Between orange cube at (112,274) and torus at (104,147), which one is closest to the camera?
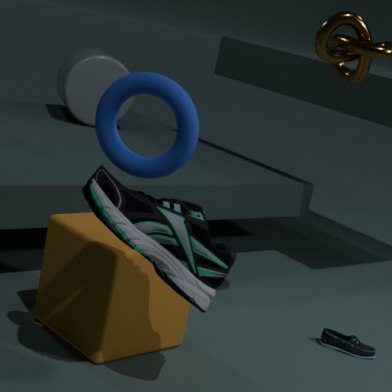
torus at (104,147)
